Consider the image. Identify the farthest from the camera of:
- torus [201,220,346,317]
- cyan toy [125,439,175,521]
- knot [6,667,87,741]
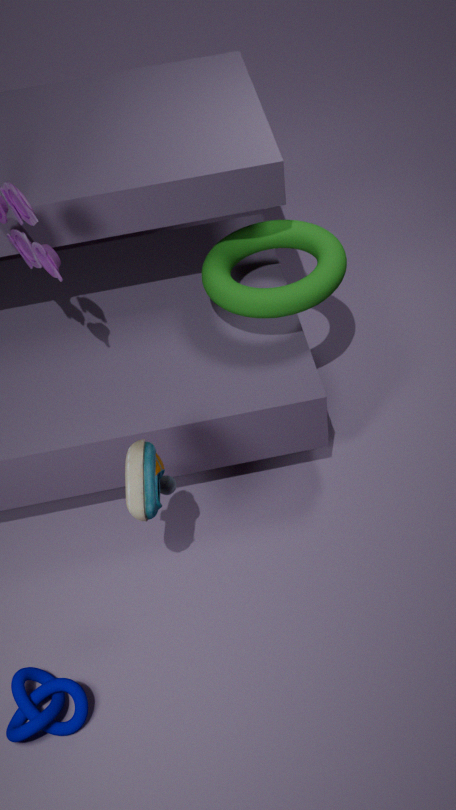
torus [201,220,346,317]
